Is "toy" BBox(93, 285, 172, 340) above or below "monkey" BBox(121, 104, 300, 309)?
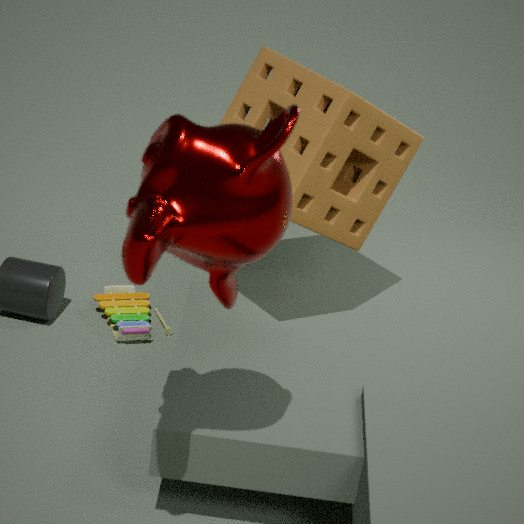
below
